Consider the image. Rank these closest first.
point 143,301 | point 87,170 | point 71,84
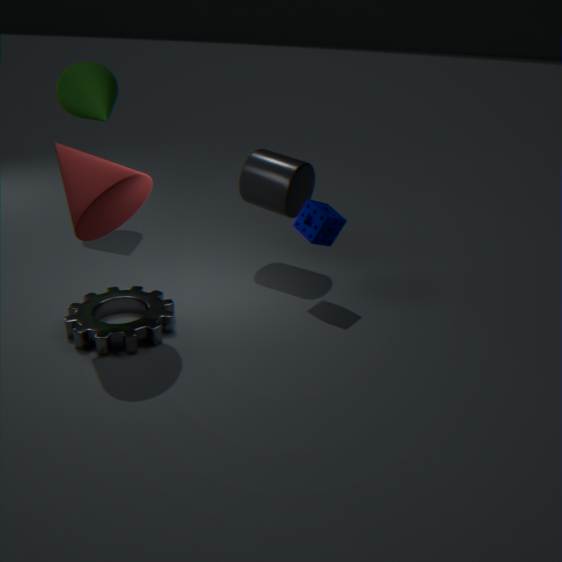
point 87,170, point 143,301, point 71,84
